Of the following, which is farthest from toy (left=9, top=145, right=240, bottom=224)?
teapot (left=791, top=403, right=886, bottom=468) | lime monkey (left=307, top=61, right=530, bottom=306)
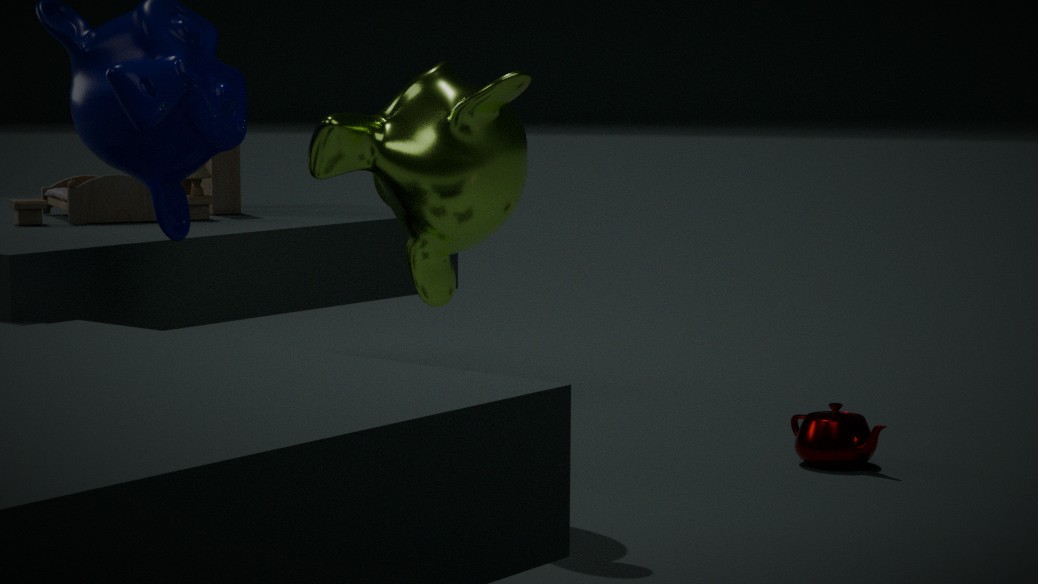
teapot (left=791, top=403, right=886, bottom=468)
